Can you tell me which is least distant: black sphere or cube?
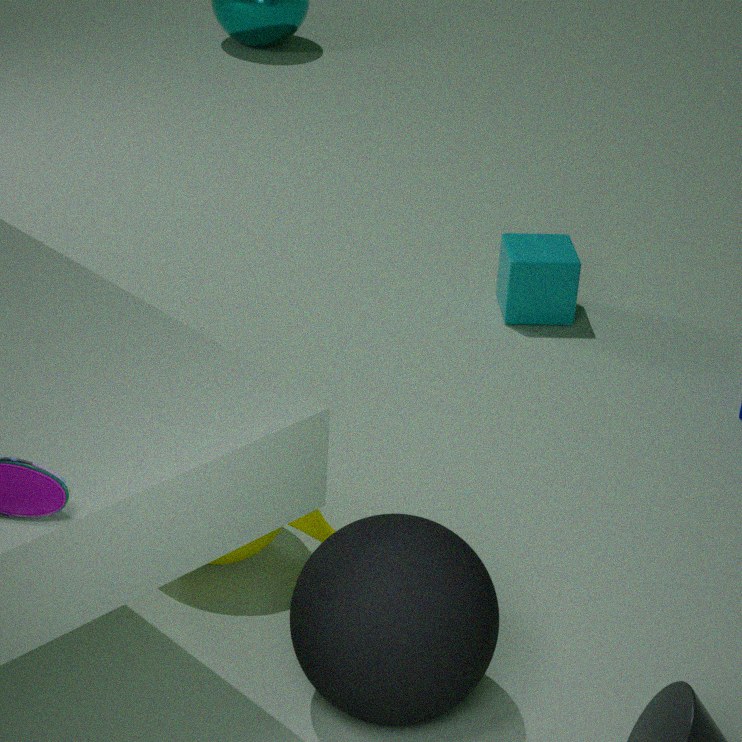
black sphere
